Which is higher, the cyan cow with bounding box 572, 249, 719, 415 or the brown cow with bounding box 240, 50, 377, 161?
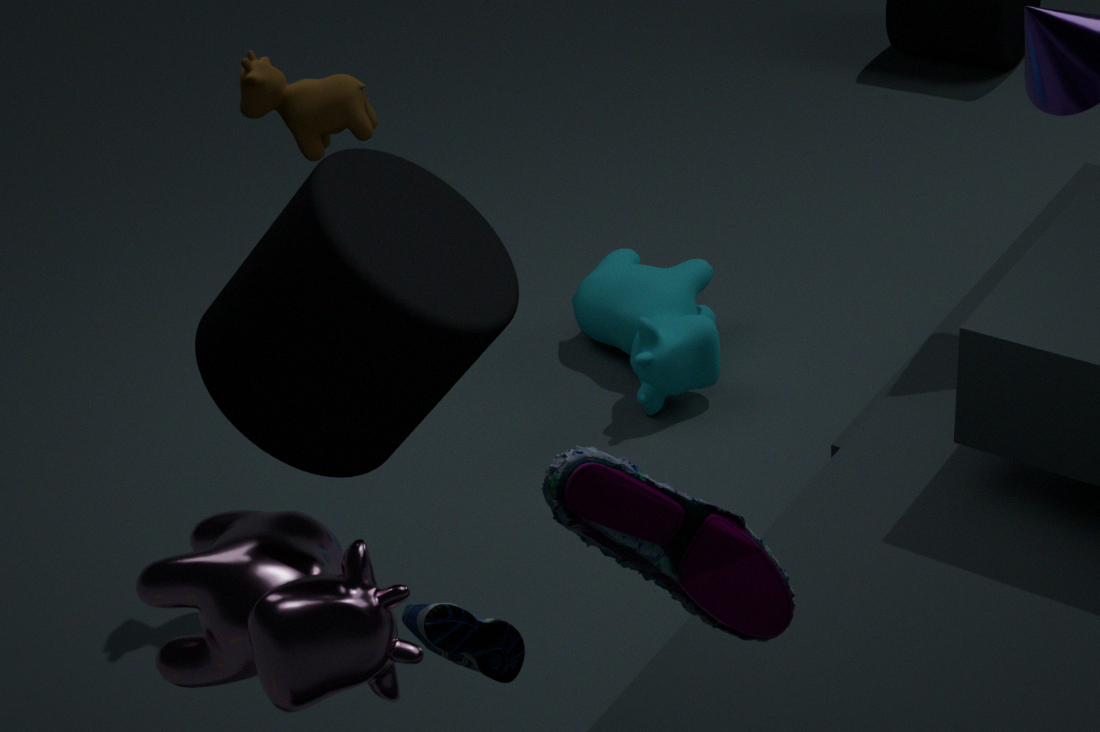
the brown cow with bounding box 240, 50, 377, 161
